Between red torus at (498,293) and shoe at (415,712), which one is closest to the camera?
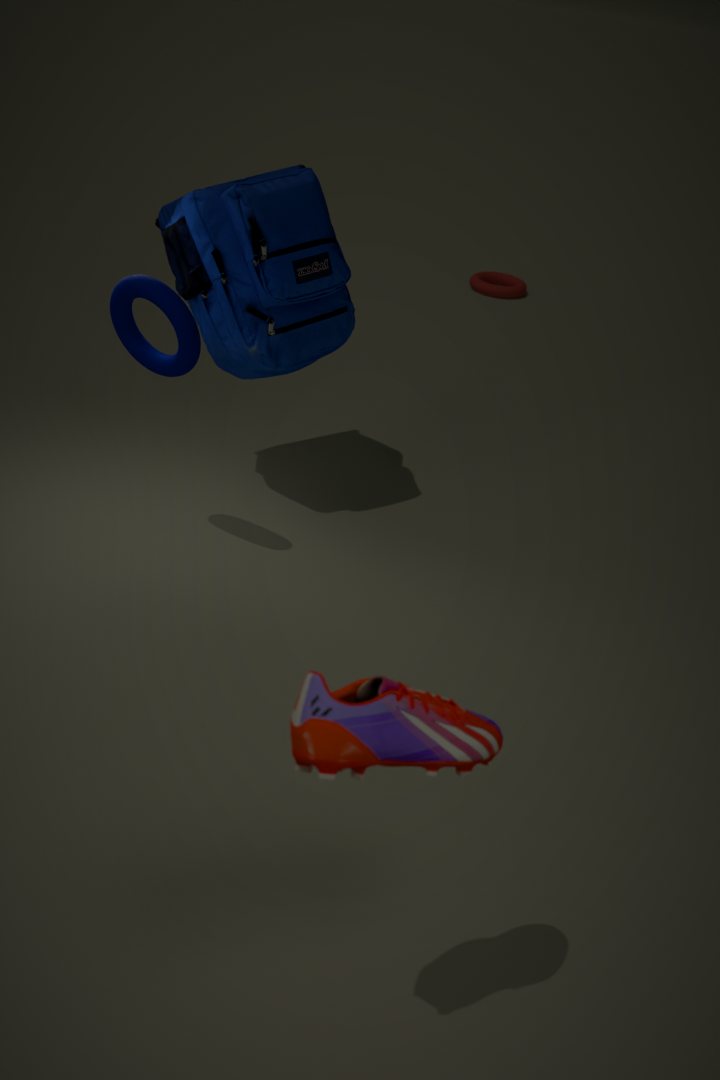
→ shoe at (415,712)
